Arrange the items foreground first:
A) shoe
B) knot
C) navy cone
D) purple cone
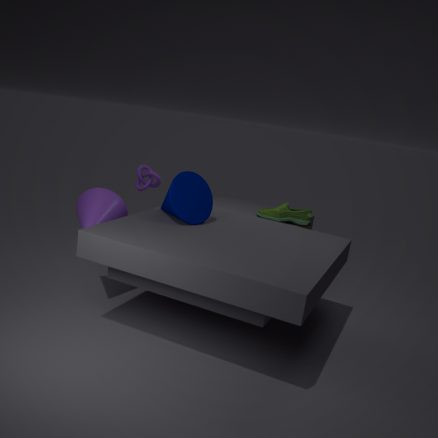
1. purple cone
2. navy cone
3. shoe
4. knot
